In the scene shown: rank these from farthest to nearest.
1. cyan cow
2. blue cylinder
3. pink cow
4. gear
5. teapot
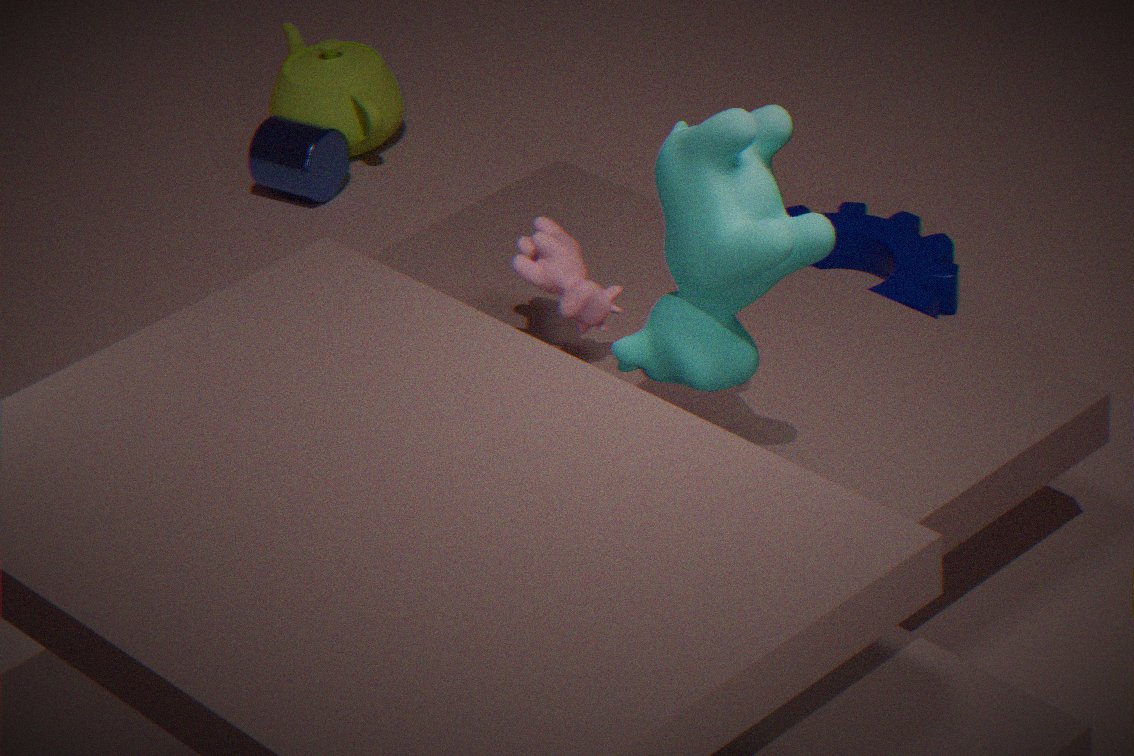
teapot < blue cylinder < gear < pink cow < cyan cow
